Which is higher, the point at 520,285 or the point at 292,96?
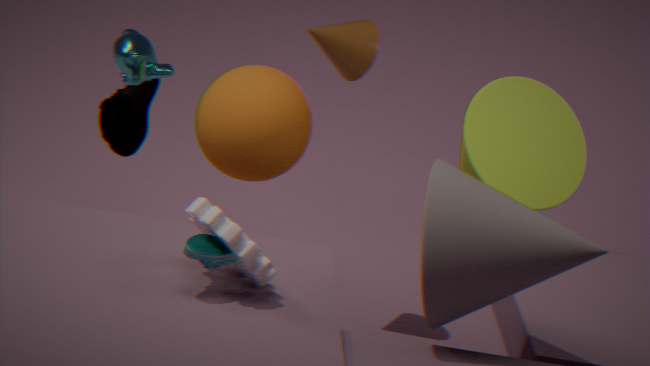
the point at 520,285
